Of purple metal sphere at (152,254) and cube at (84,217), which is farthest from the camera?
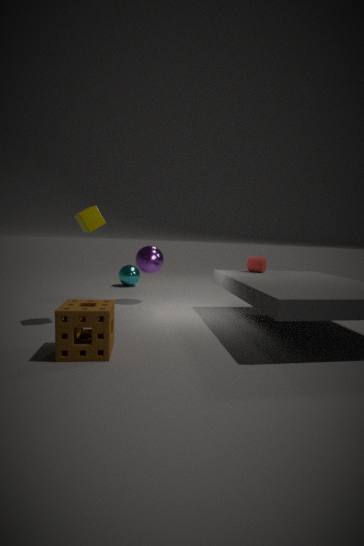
purple metal sphere at (152,254)
